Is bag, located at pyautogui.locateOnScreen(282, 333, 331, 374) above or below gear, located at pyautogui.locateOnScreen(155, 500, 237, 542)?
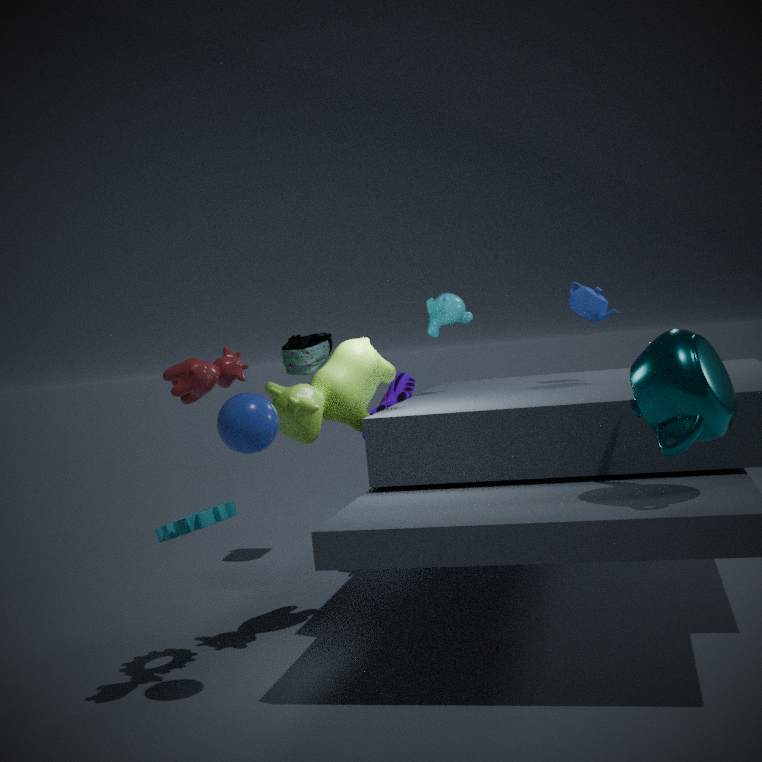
above
